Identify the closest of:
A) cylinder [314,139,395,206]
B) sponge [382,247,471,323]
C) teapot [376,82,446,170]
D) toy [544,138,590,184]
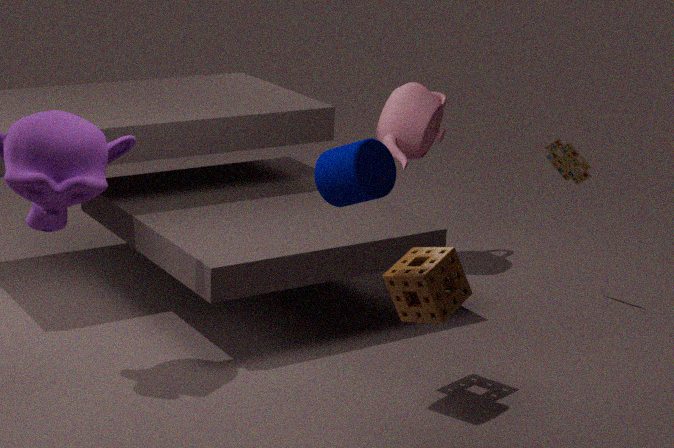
cylinder [314,139,395,206]
